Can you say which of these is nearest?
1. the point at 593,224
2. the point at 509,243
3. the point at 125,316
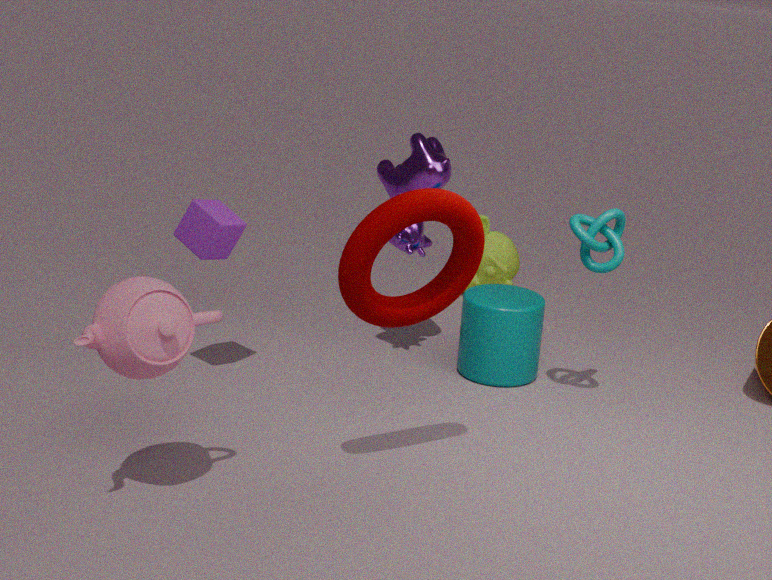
the point at 125,316
